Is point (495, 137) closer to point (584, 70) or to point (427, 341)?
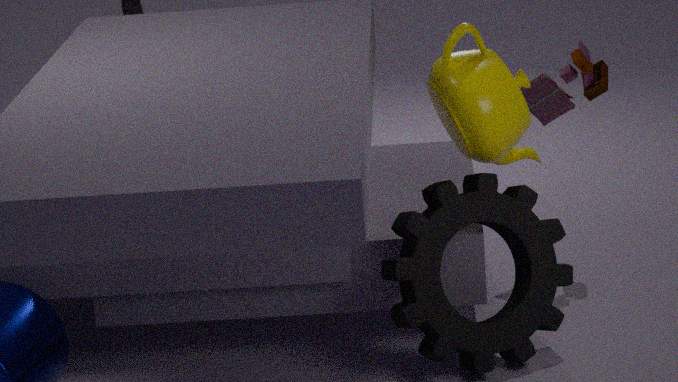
point (427, 341)
